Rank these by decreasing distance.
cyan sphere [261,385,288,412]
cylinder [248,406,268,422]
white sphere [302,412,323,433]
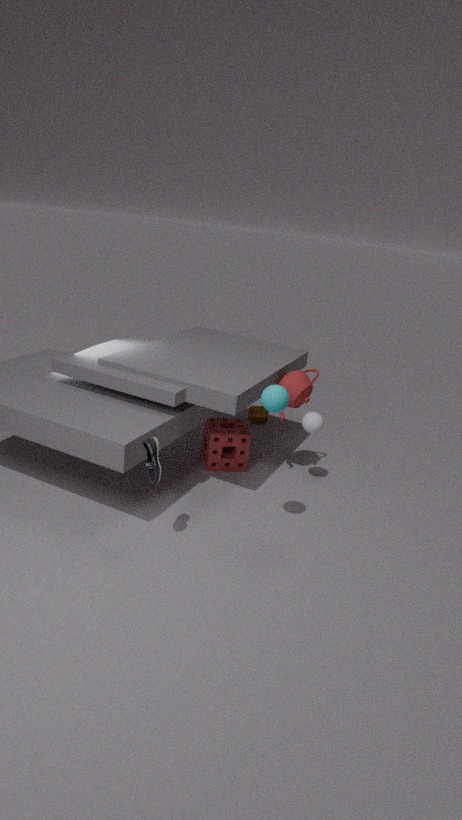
cylinder [248,406,268,422] → white sphere [302,412,323,433] → cyan sphere [261,385,288,412]
